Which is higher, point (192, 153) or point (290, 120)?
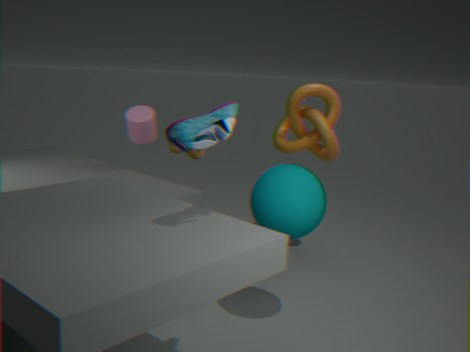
point (290, 120)
